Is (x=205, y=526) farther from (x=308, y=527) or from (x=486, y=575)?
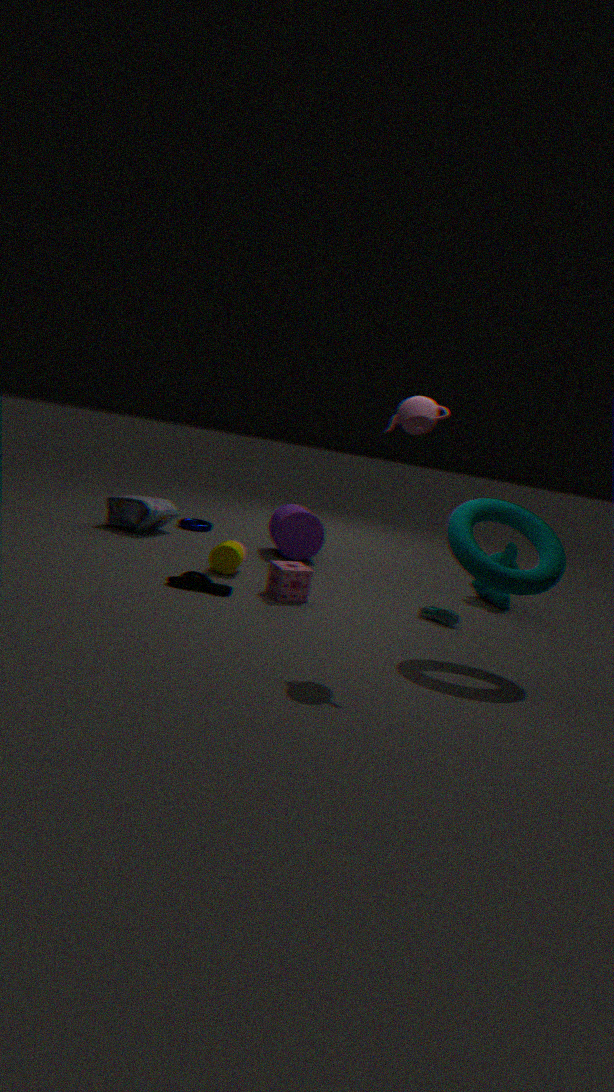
(x=486, y=575)
